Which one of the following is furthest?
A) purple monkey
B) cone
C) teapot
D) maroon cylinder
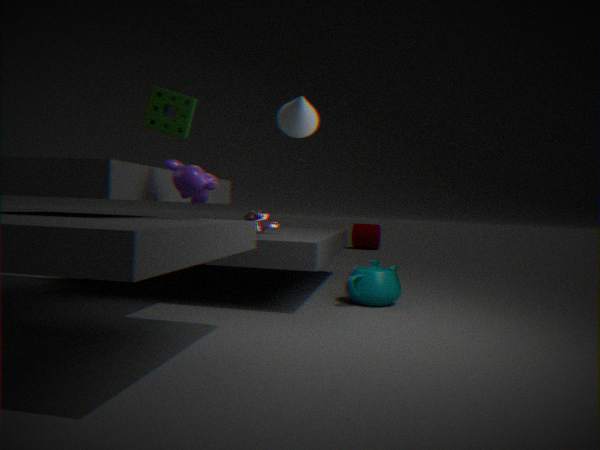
maroon cylinder
